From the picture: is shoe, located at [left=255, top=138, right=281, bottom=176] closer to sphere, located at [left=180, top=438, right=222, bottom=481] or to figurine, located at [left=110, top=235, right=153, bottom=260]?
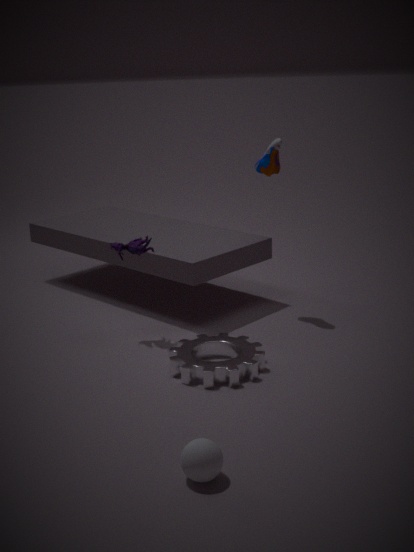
figurine, located at [left=110, top=235, right=153, bottom=260]
